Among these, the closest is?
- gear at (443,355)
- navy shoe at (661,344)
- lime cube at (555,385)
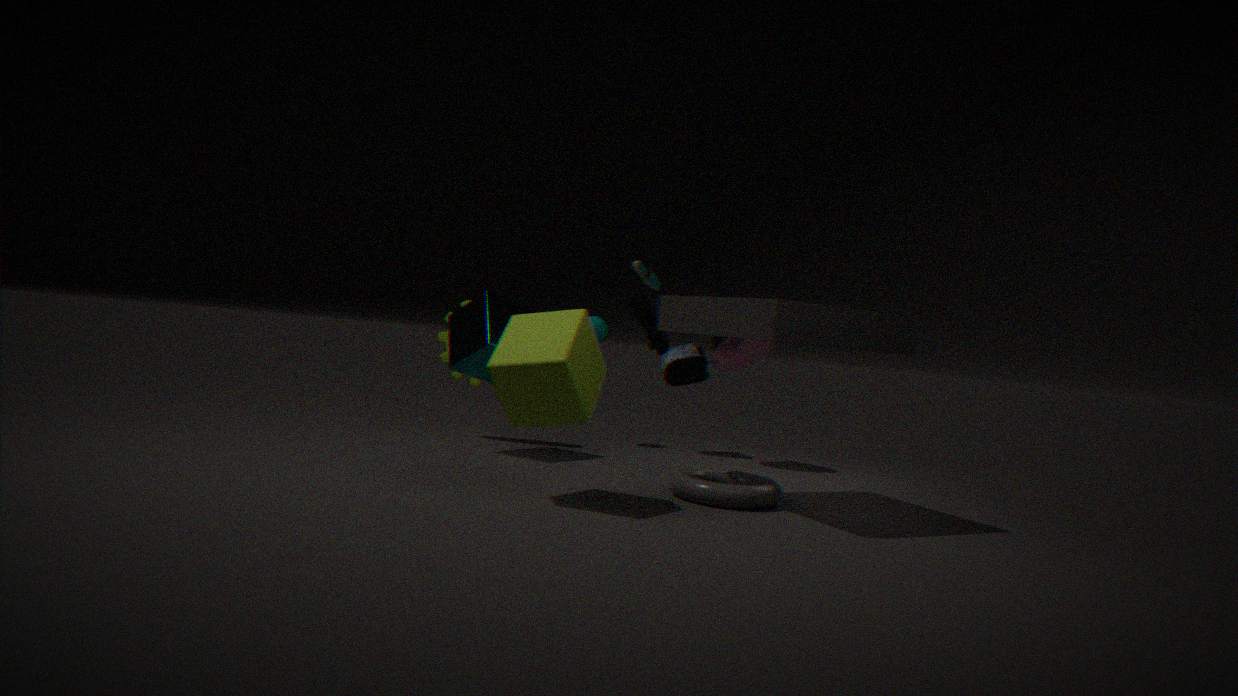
lime cube at (555,385)
